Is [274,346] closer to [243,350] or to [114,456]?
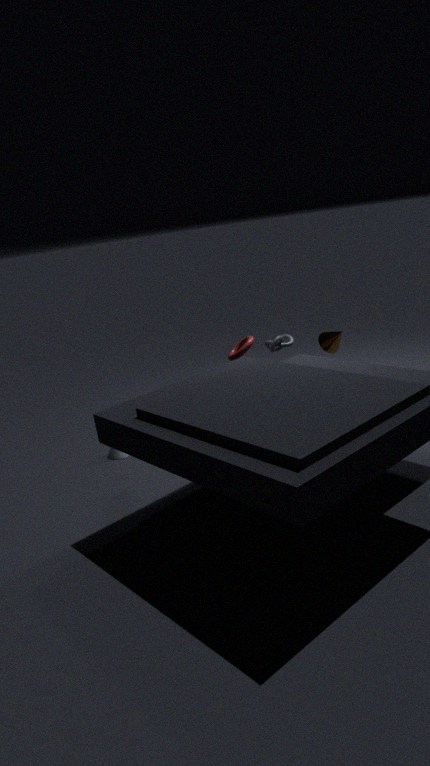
[243,350]
